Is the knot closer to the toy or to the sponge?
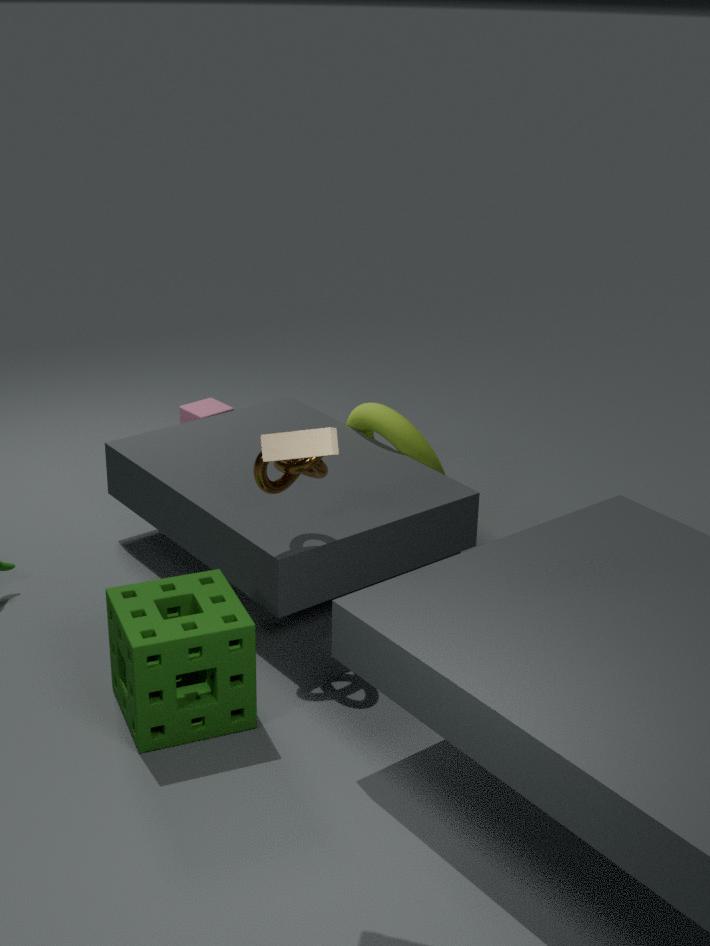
the sponge
